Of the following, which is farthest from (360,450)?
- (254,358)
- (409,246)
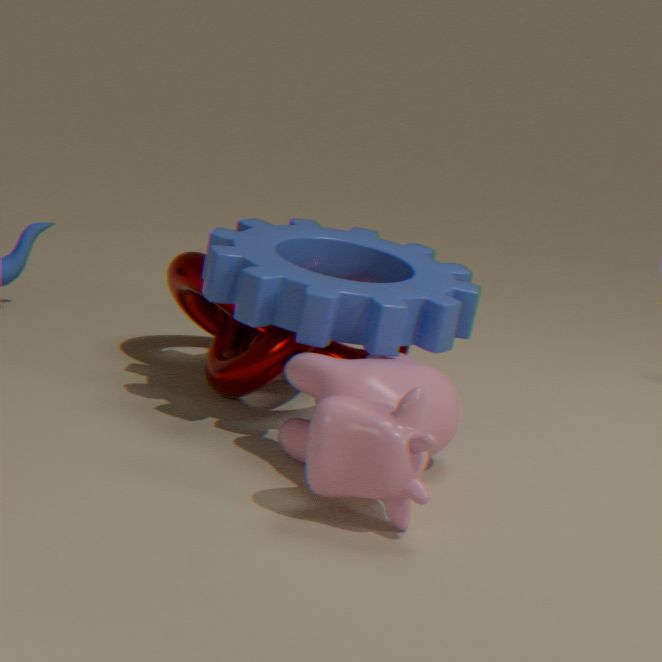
(254,358)
